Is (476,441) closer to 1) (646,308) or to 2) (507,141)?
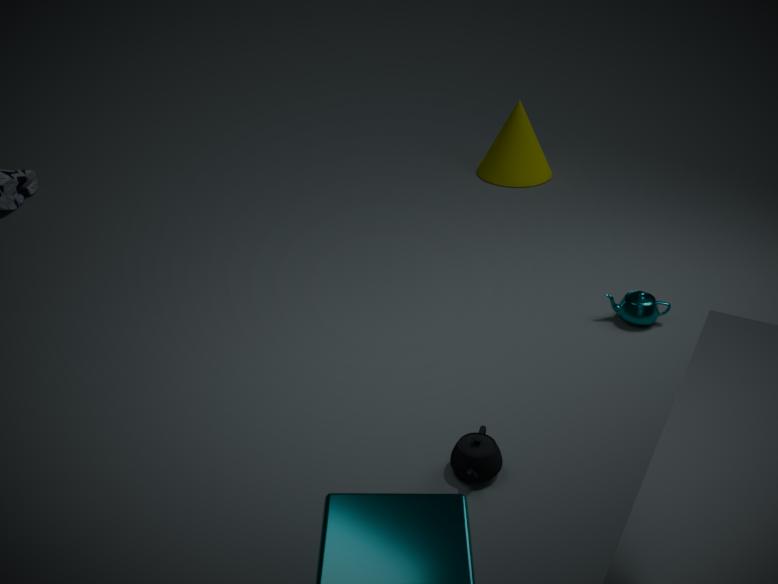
1) (646,308)
